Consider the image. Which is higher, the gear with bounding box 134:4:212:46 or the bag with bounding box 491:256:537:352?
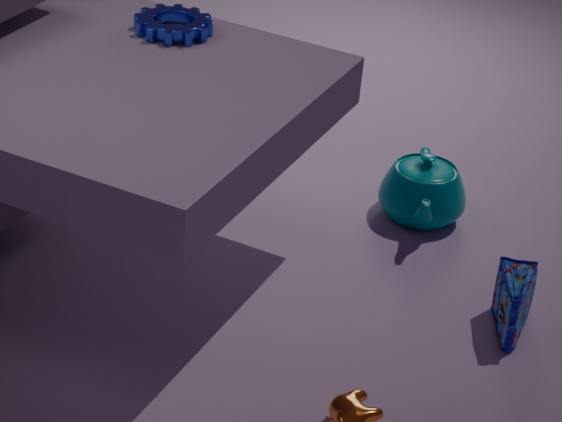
the gear with bounding box 134:4:212:46
